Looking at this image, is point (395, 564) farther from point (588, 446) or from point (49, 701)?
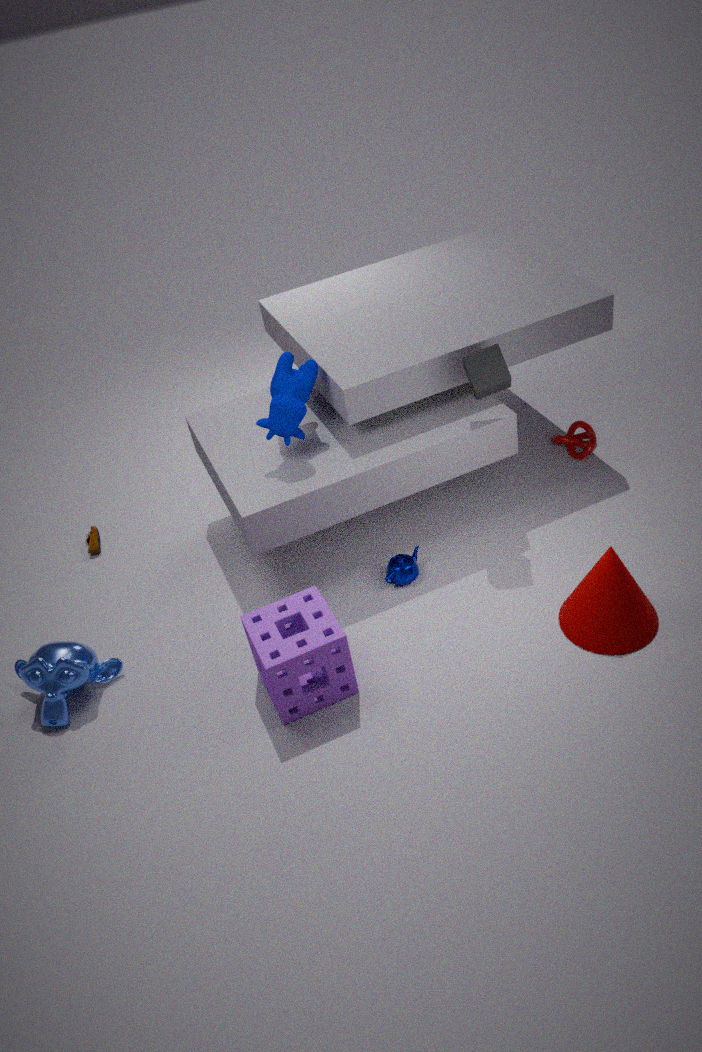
point (49, 701)
